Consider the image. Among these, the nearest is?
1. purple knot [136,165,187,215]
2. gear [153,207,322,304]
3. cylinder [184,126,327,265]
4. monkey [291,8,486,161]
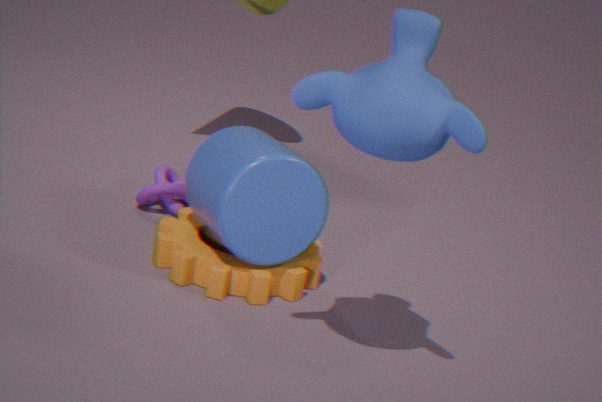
monkey [291,8,486,161]
